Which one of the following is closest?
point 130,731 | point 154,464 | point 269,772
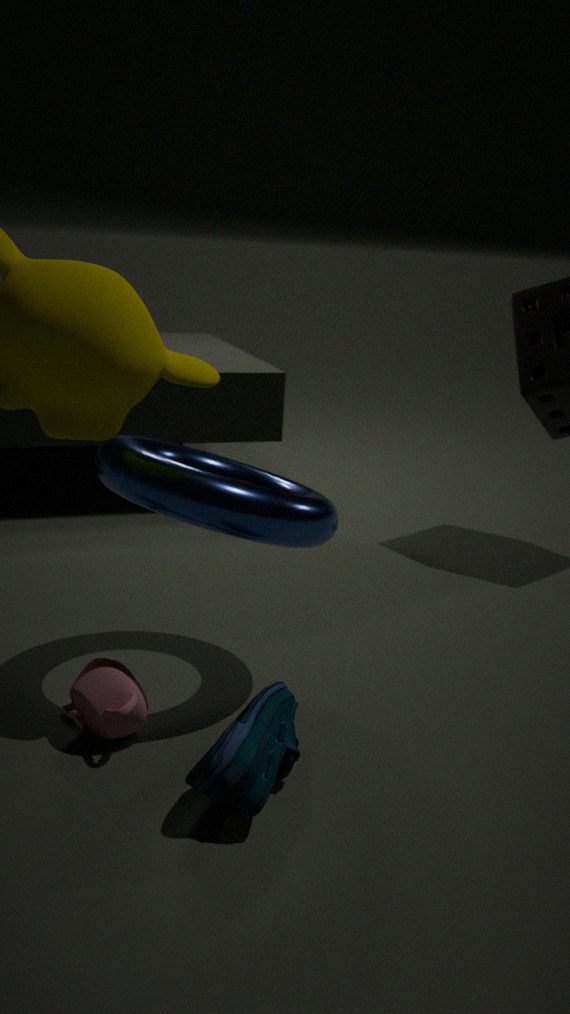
point 269,772
